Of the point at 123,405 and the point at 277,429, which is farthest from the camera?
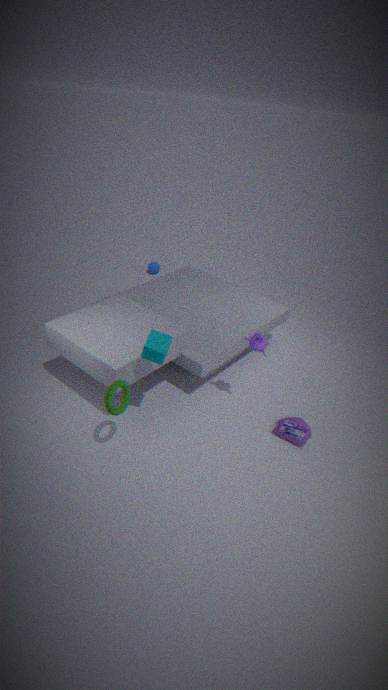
the point at 277,429
